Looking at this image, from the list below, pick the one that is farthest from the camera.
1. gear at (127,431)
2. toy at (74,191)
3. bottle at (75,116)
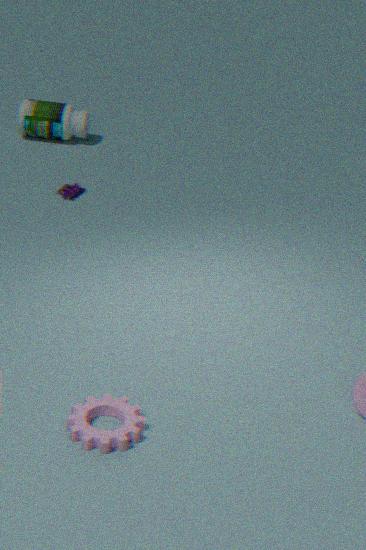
bottle at (75,116)
